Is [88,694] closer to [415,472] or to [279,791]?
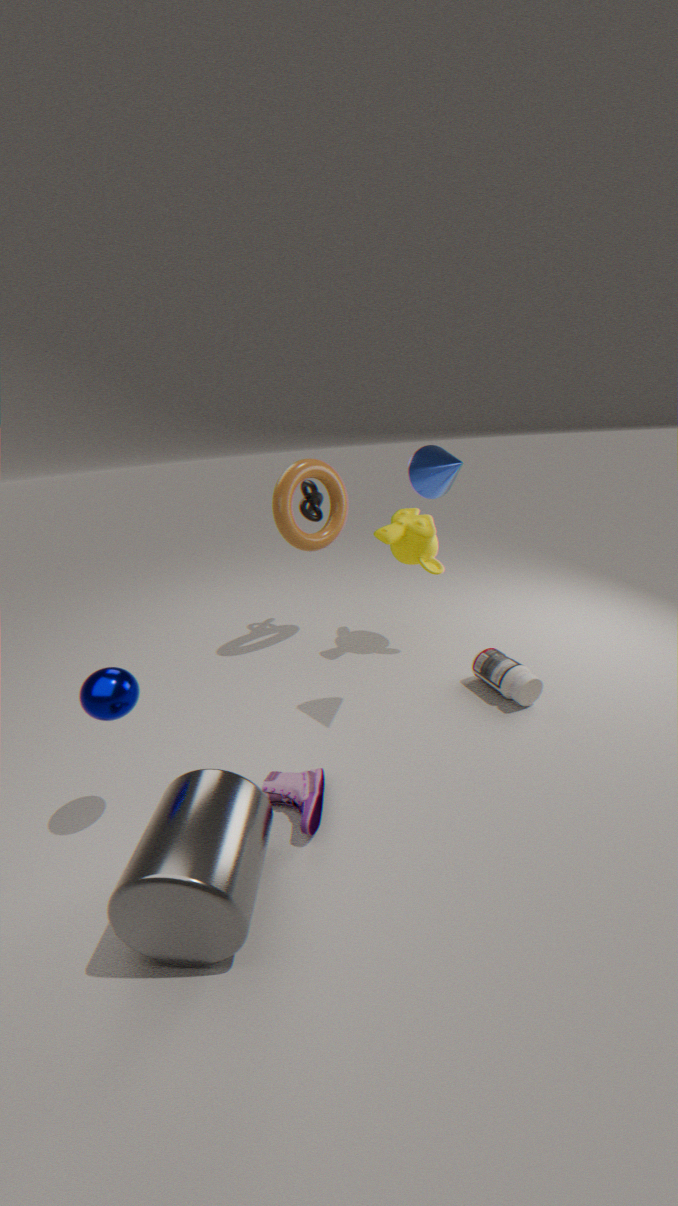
[279,791]
